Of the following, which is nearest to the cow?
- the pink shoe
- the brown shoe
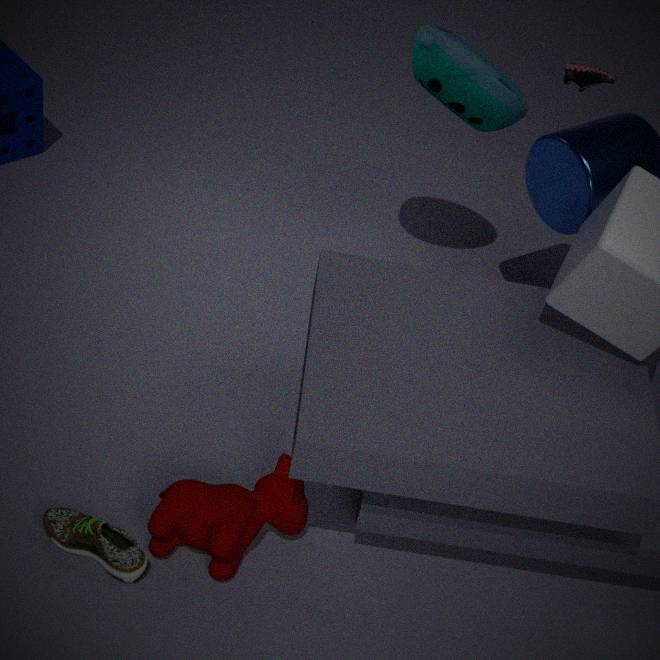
the brown shoe
